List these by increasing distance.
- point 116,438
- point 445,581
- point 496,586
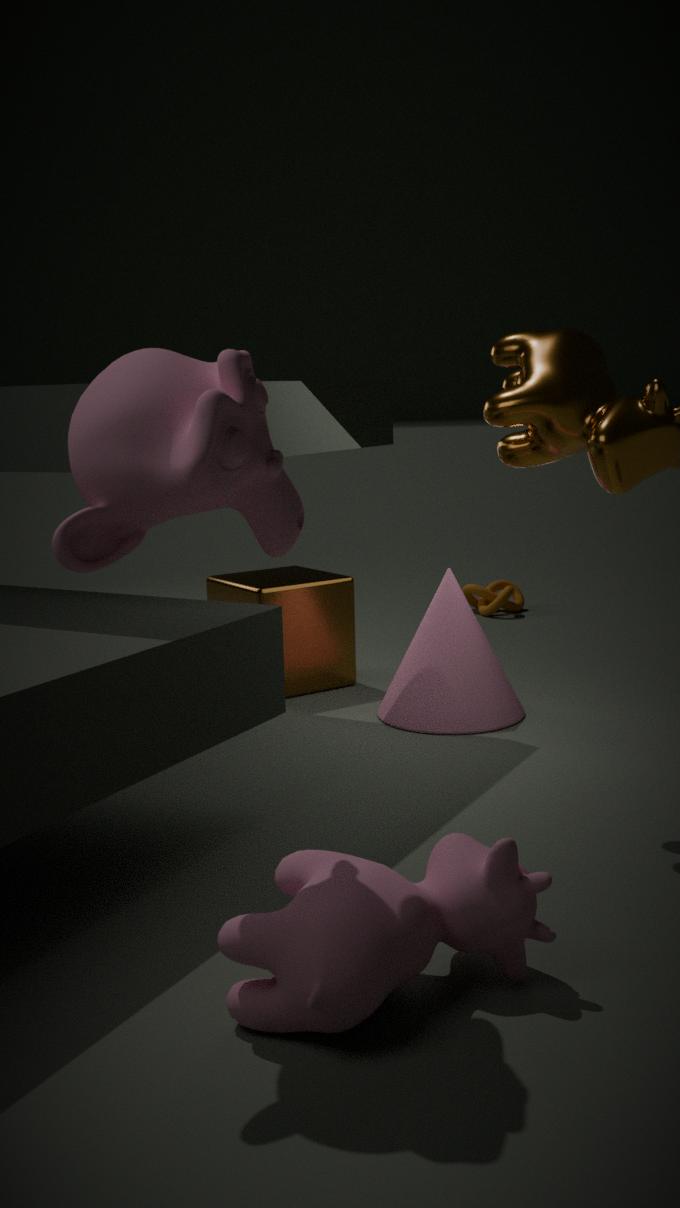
point 116,438, point 445,581, point 496,586
